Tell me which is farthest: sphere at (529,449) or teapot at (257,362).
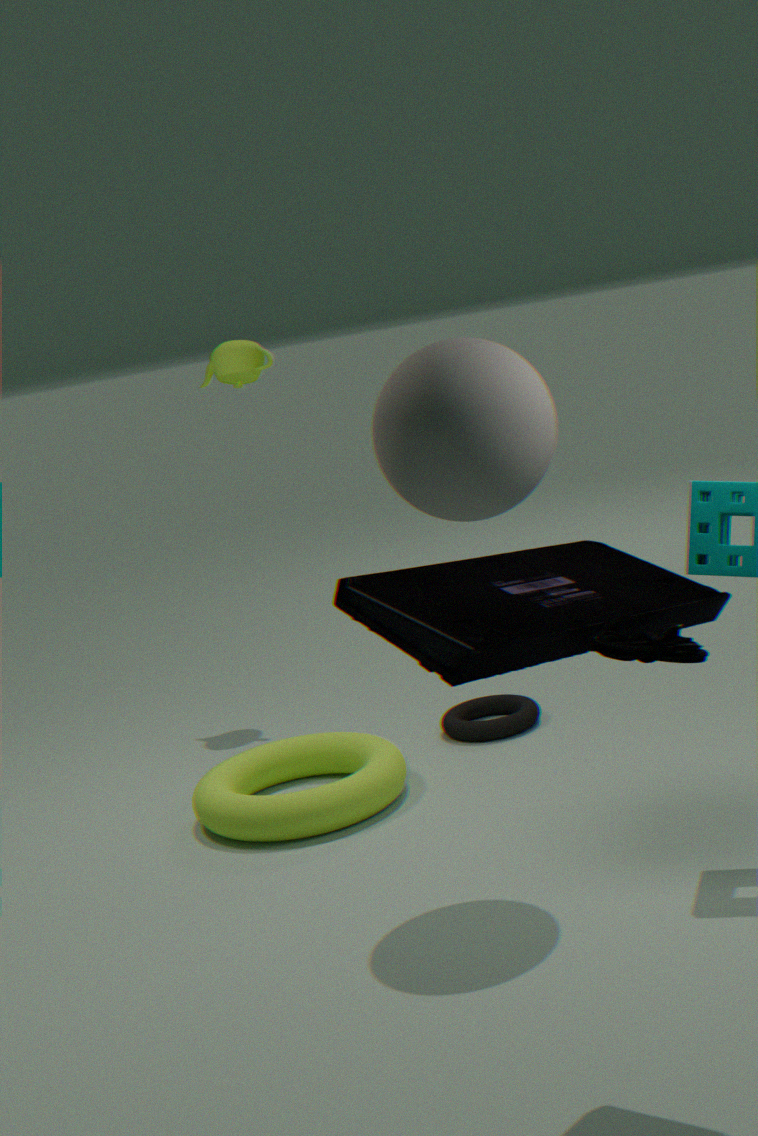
teapot at (257,362)
